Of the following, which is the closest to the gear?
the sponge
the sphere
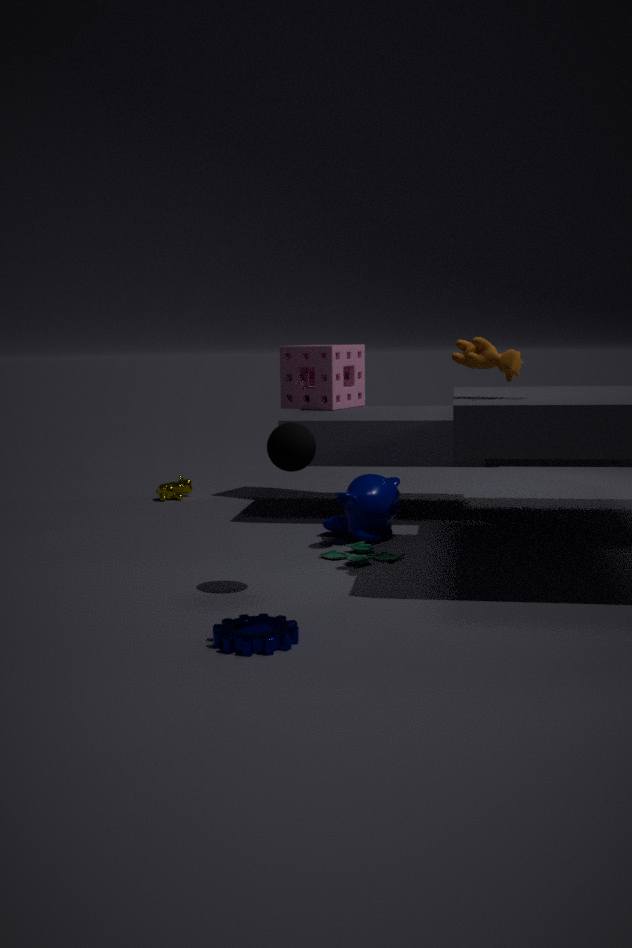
the sphere
